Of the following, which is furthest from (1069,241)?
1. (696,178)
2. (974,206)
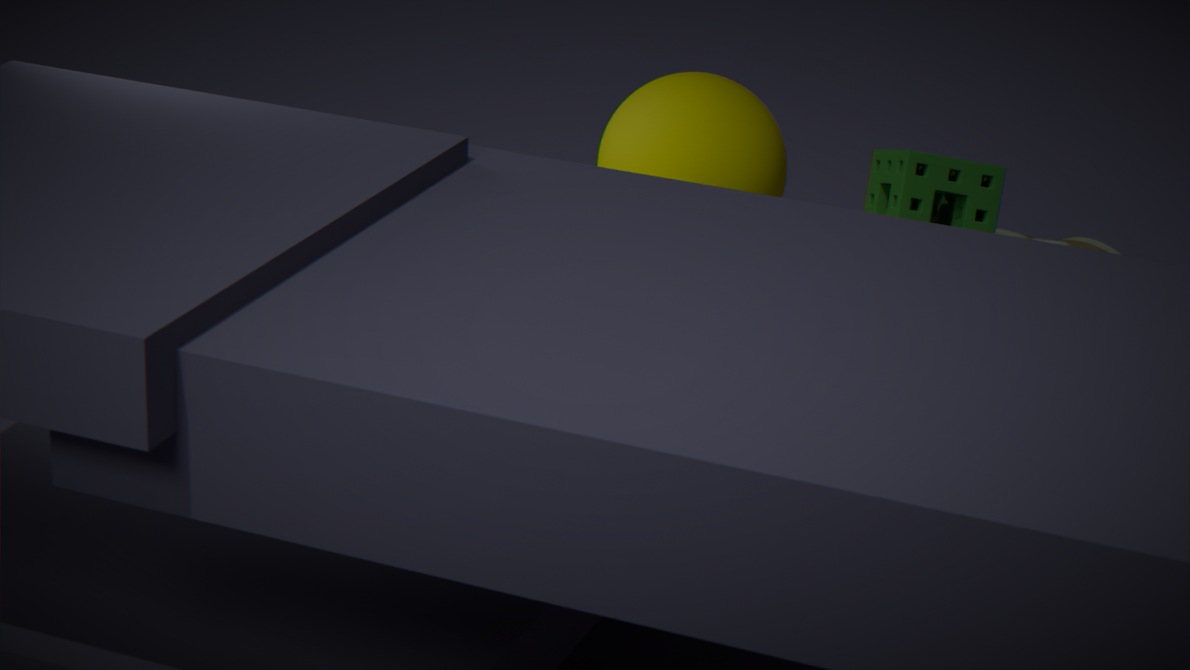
(974,206)
